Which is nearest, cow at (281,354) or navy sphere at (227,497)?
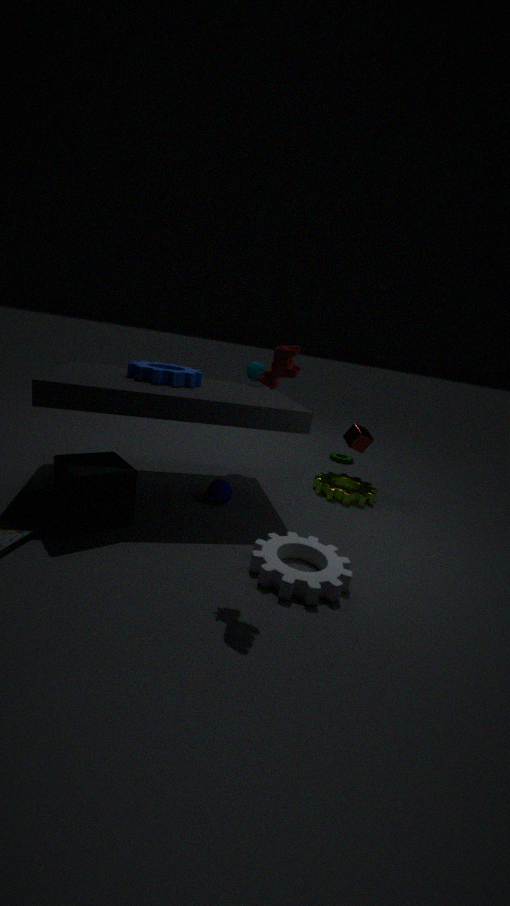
cow at (281,354)
